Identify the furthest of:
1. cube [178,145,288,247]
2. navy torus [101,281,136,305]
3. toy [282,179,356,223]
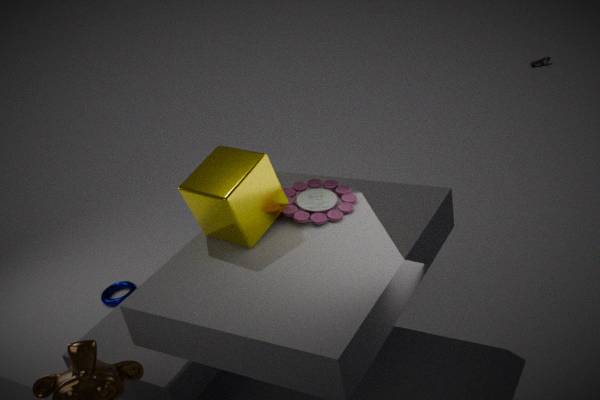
navy torus [101,281,136,305]
